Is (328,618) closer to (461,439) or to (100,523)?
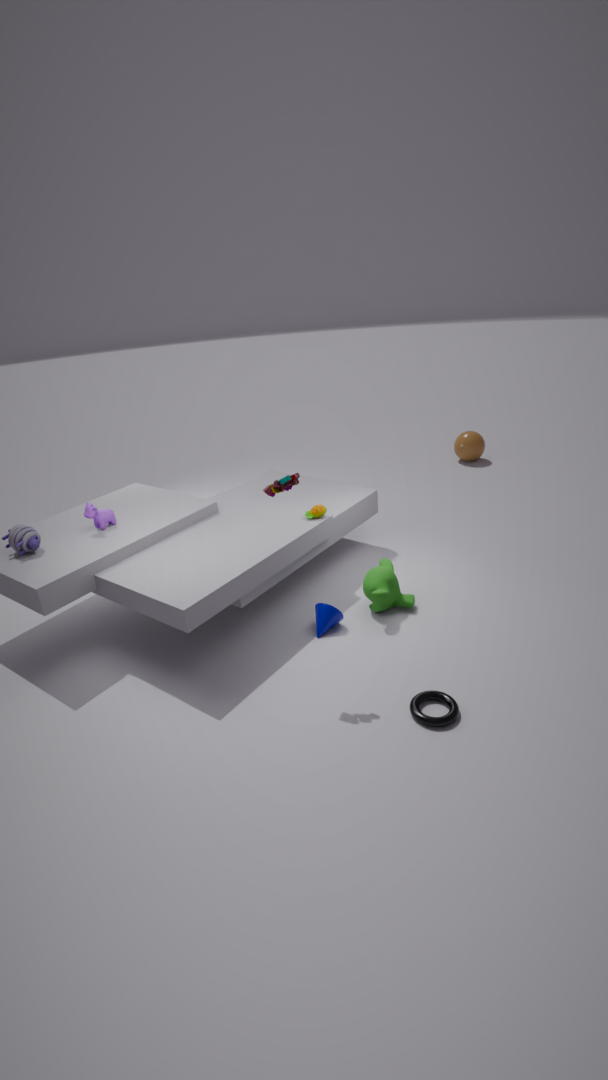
(100,523)
